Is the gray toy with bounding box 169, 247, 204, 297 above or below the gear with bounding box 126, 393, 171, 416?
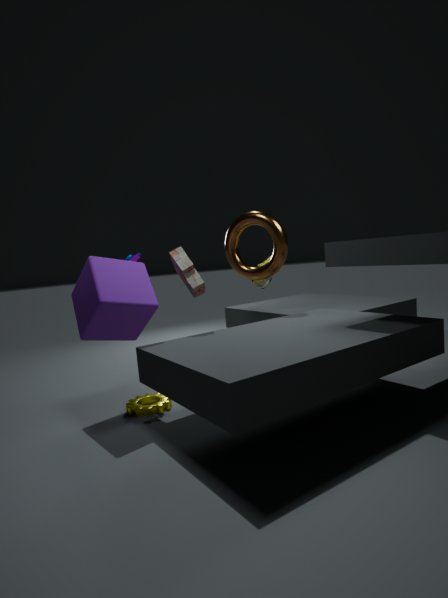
above
